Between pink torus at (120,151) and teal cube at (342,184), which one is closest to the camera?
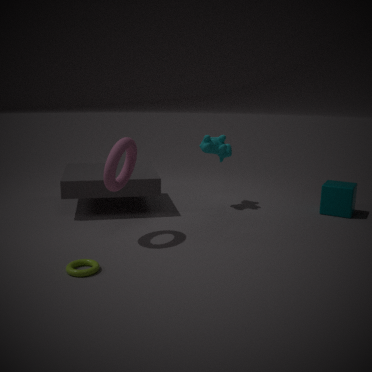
pink torus at (120,151)
